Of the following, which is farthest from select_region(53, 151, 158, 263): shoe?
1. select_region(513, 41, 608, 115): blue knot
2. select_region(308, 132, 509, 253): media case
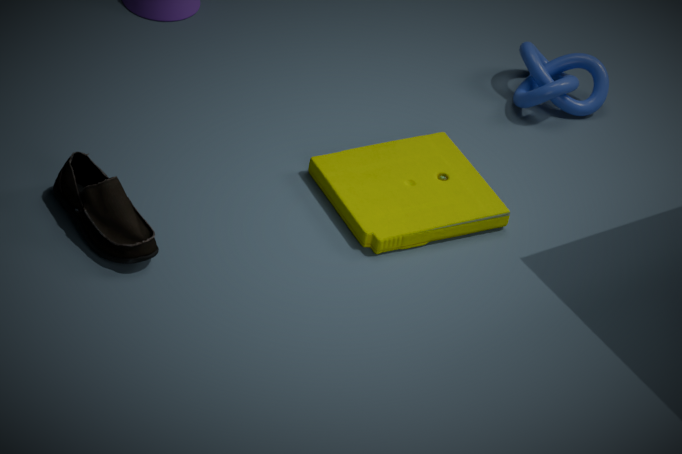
select_region(513, 41, 608, 115): blue knot
